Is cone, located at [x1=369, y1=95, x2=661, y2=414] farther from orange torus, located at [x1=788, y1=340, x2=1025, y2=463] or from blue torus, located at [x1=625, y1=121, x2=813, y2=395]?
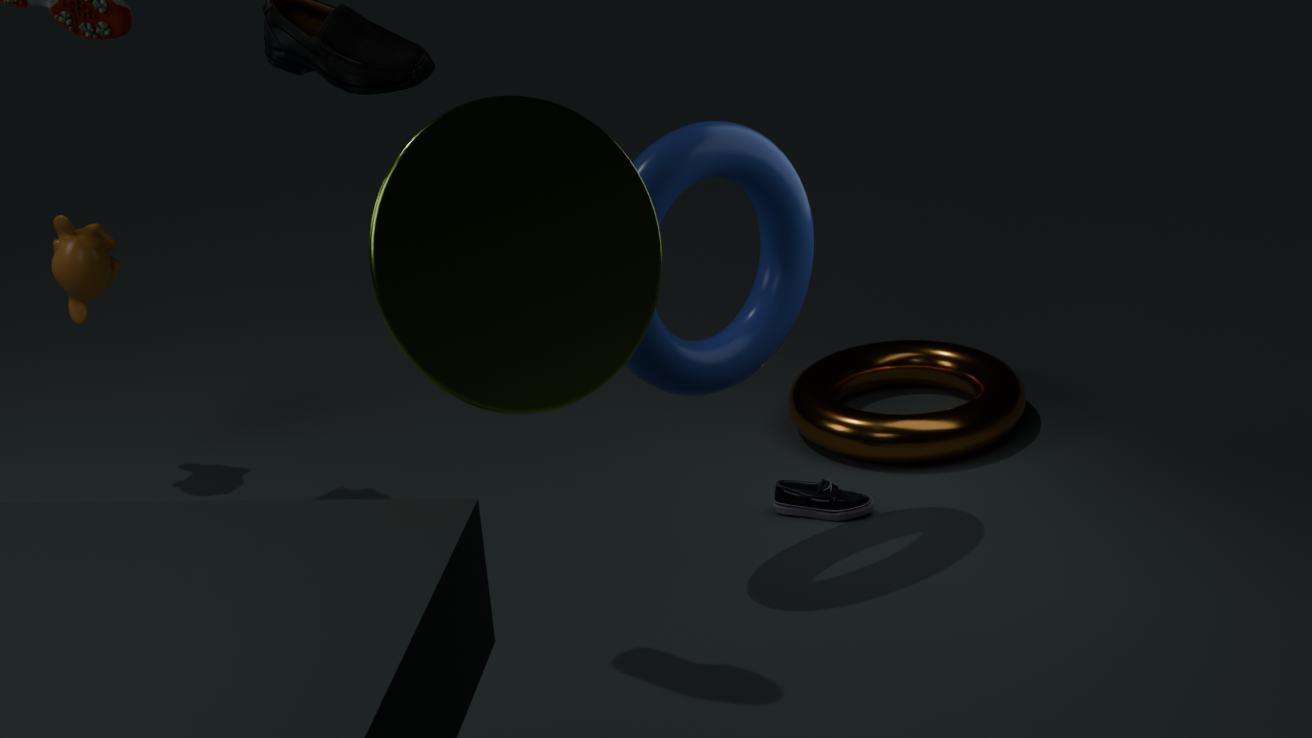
orange torus, located at [x1=788, y1=340, x2=1025, y2=463]
